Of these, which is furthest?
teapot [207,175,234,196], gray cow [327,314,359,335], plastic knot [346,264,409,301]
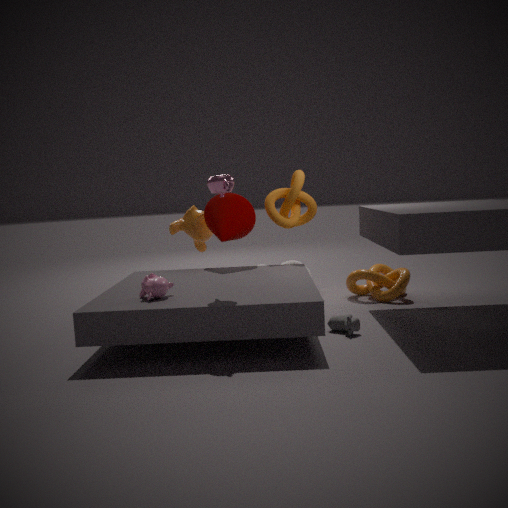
plastic knot [346,264,409,301]
